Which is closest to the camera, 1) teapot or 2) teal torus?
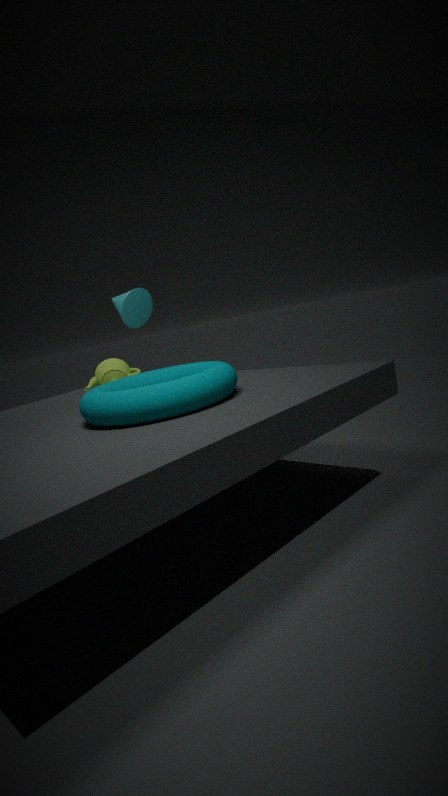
2. teal torus
